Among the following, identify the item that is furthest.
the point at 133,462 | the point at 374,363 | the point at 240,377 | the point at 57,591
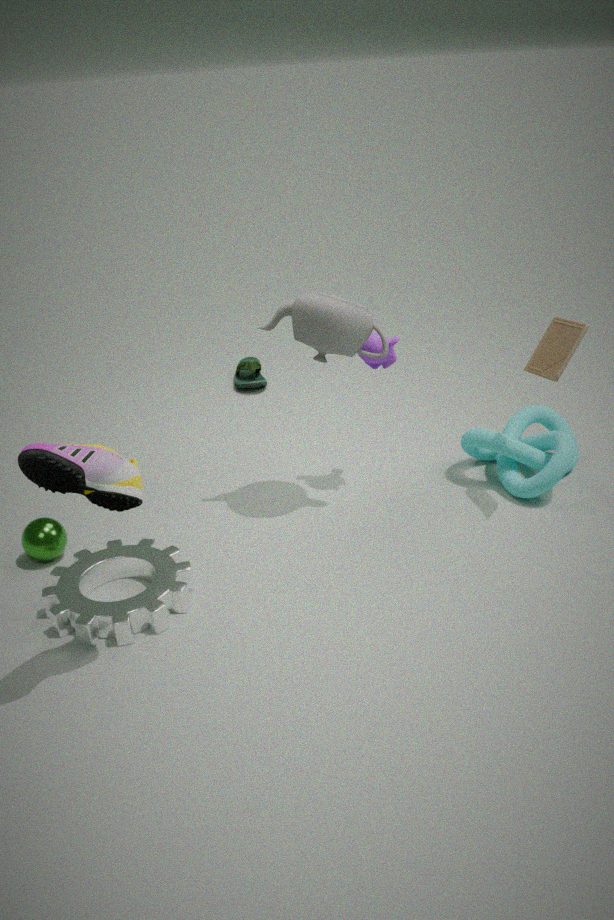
the point at 240,377
